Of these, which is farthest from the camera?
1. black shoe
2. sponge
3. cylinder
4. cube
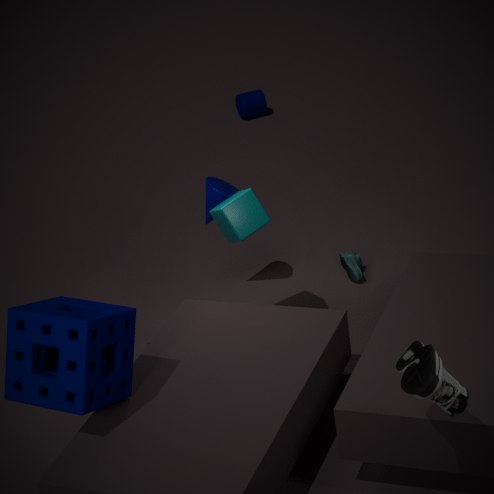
cylinder
